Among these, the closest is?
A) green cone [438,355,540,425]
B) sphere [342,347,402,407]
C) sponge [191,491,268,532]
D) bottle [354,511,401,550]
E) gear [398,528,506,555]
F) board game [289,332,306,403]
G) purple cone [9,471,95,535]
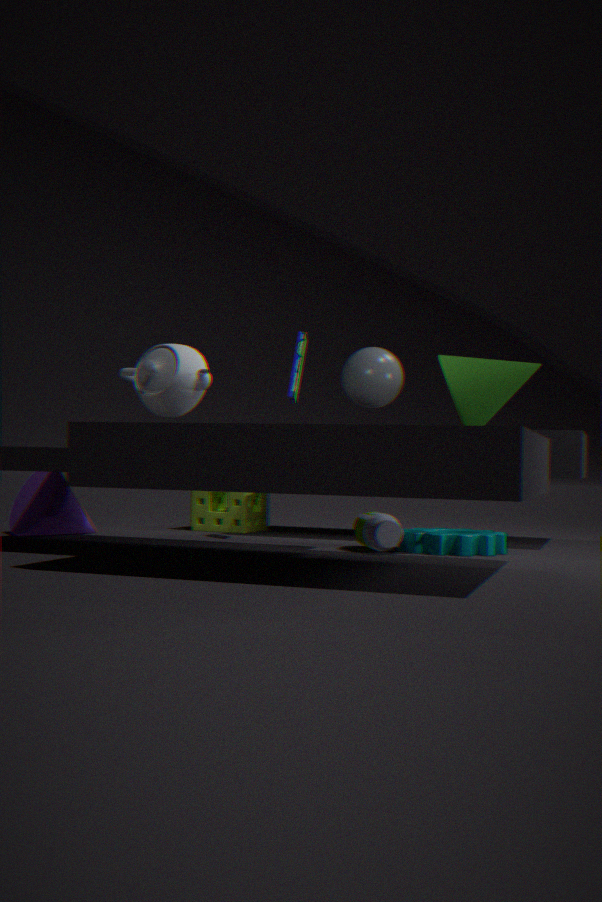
green cone [438,355,540,425]
